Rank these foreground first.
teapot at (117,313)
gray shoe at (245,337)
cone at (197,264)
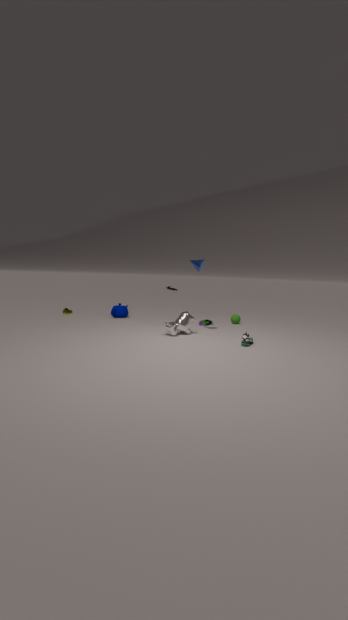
gray shoe at (245,337)
cone at (197,264)
teapot at (117,313)
